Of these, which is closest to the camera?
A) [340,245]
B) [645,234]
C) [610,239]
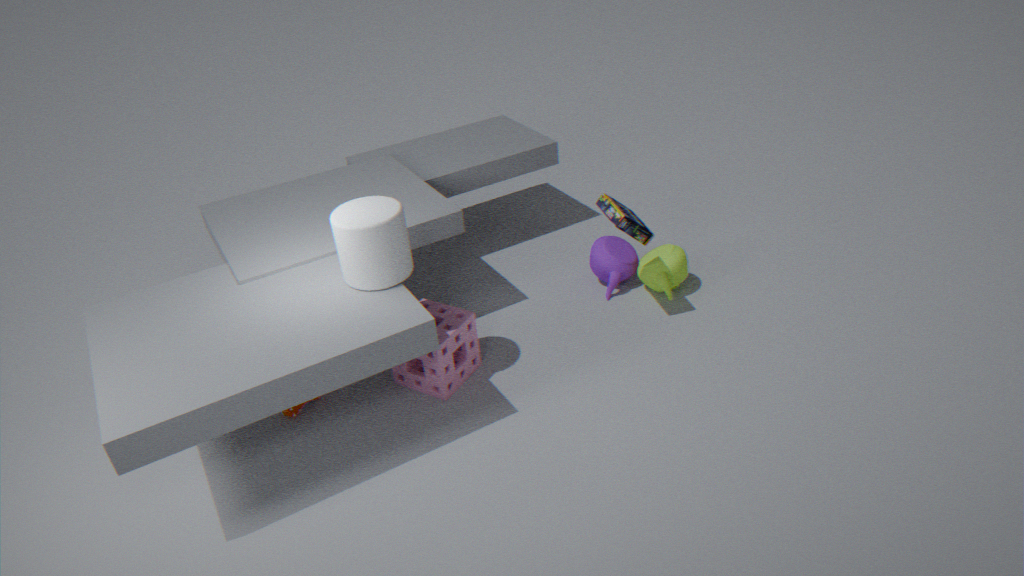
[340,245]
